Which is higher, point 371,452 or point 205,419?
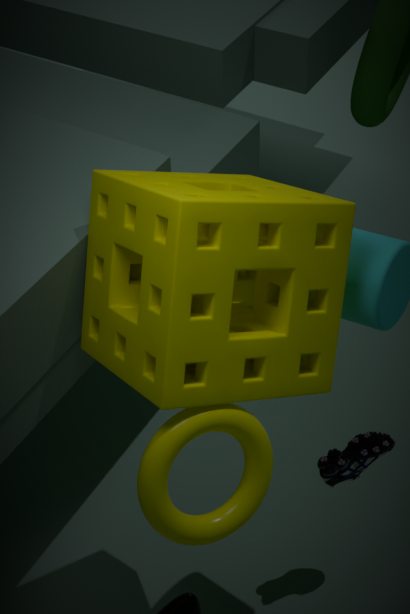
point 205,419
